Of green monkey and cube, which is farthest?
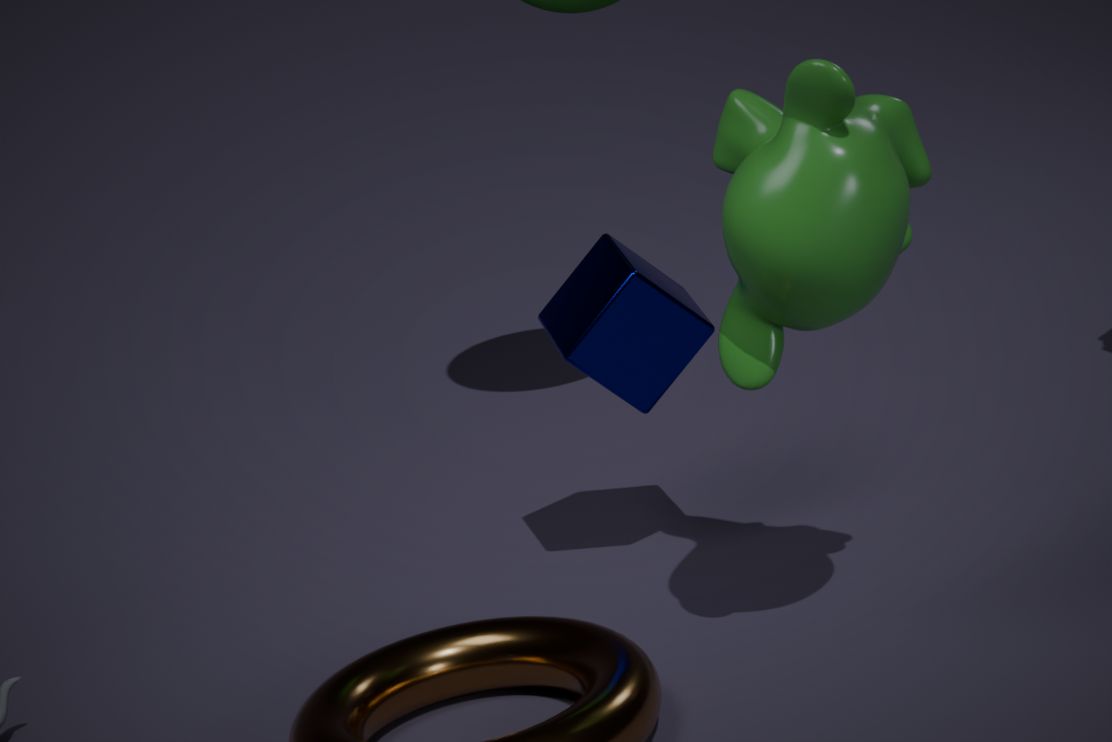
cube
